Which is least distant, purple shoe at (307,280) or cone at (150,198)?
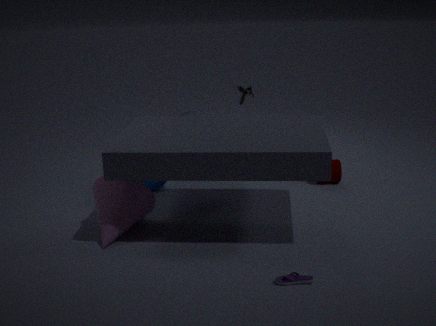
purple shoe at (307,280)
